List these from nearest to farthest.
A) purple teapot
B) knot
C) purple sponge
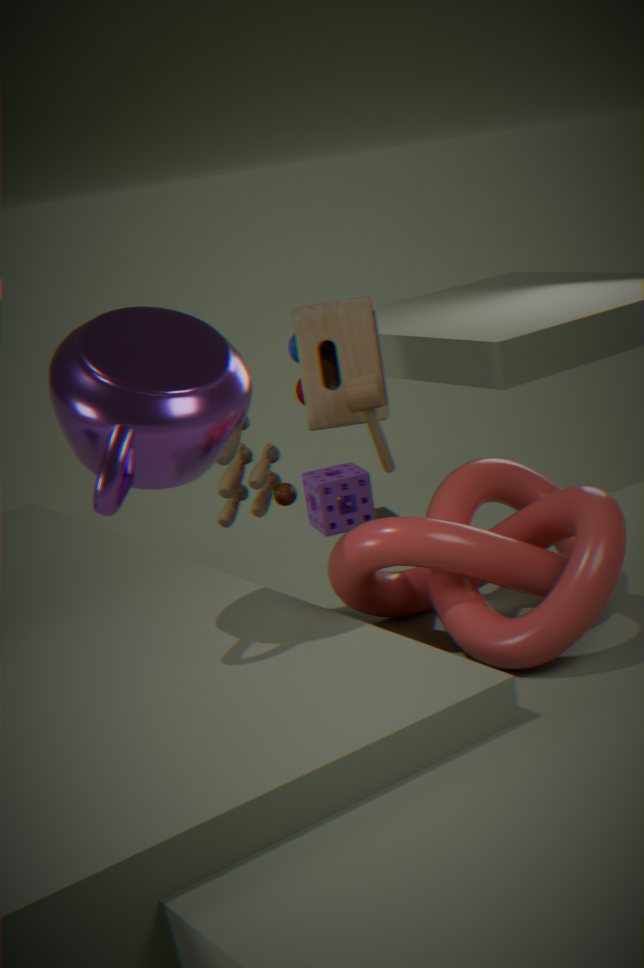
purple teapot, knot, purple sponge
